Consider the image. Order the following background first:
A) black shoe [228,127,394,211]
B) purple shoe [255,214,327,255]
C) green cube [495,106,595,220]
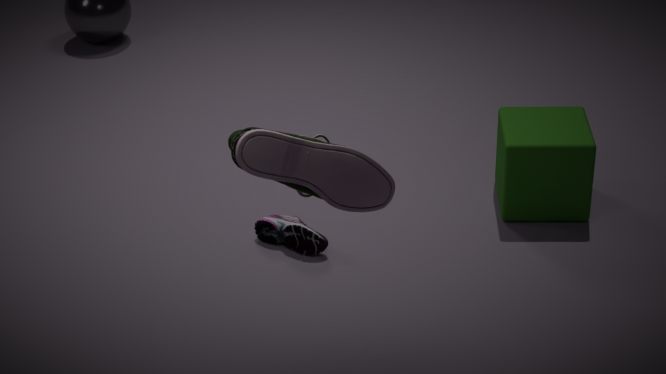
green cube [495,106,595,220], purple shoe [255,214,327,255], black shoe [228,127,394,211]
